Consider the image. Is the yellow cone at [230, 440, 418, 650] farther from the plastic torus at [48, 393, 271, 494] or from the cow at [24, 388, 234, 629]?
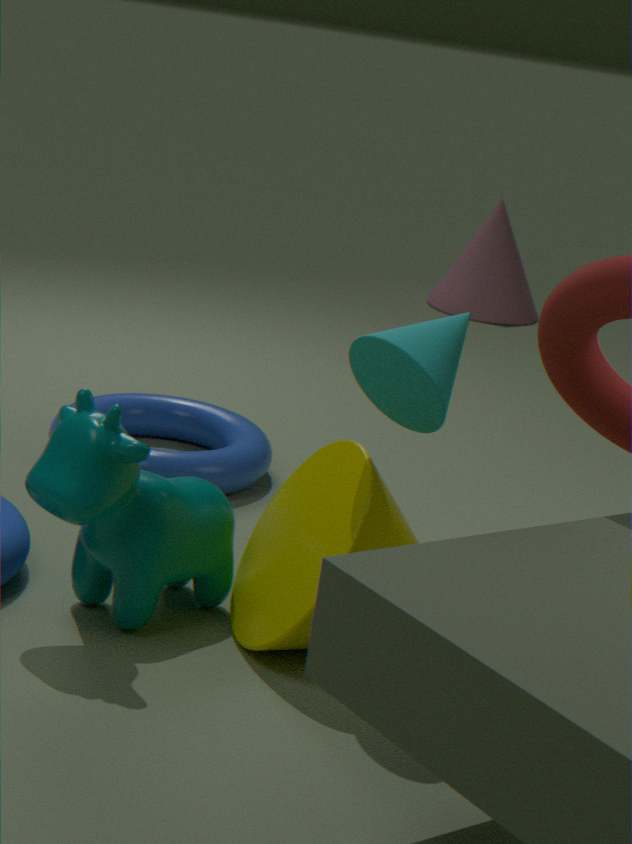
the plastic torus at [48, 393, 271, 494]
